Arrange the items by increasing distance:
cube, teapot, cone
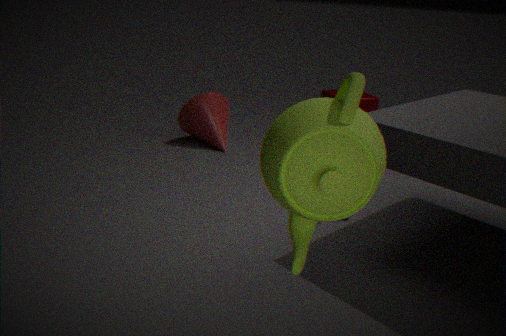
teapot, cone, cube
